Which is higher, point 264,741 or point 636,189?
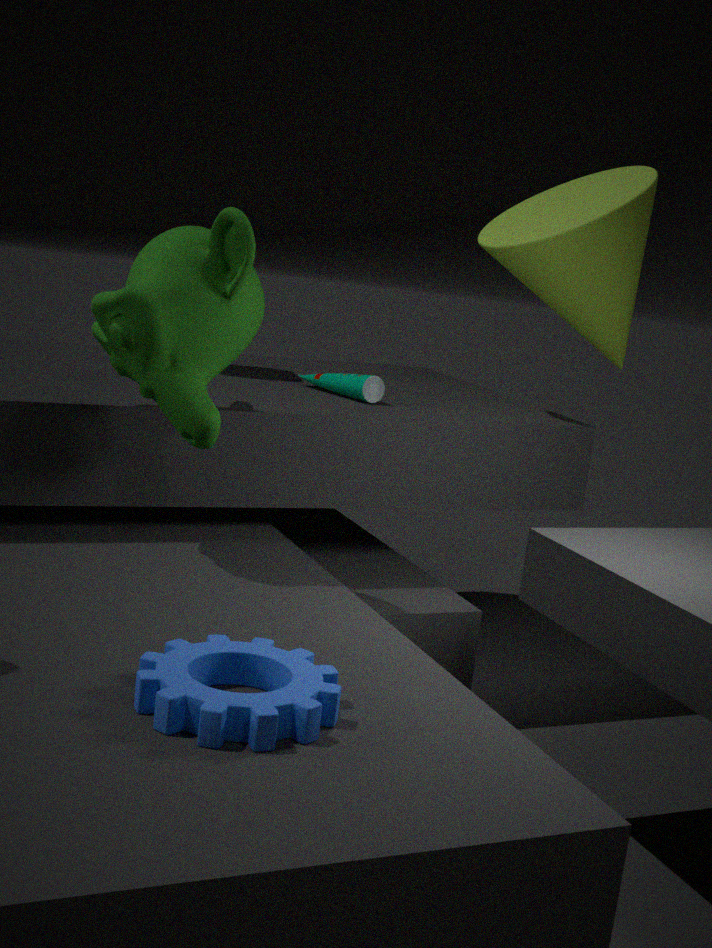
point 636,189
